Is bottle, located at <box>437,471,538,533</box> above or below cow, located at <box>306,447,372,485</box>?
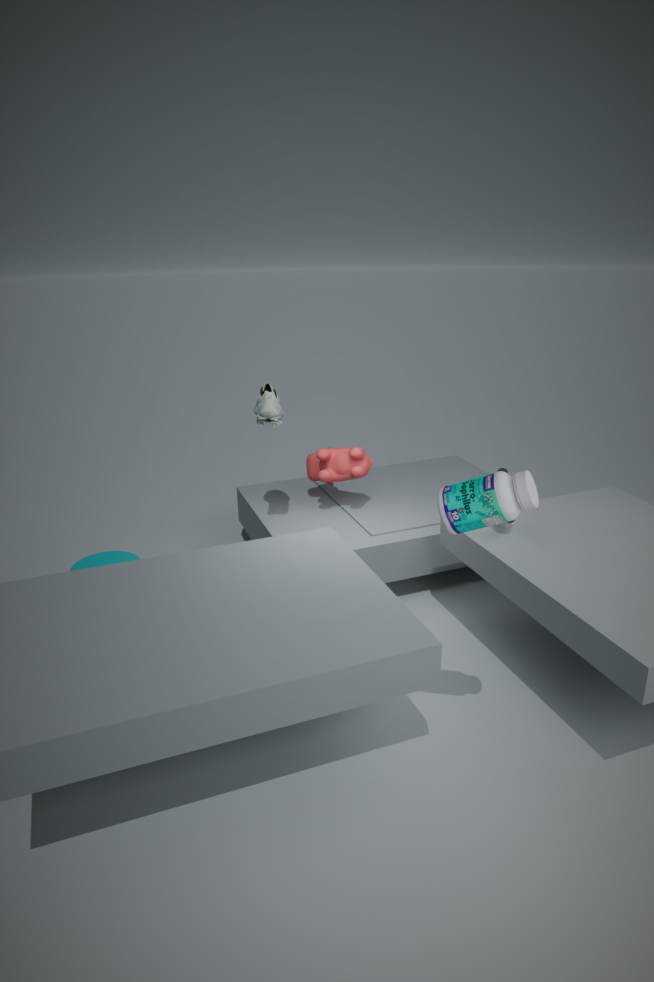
above
